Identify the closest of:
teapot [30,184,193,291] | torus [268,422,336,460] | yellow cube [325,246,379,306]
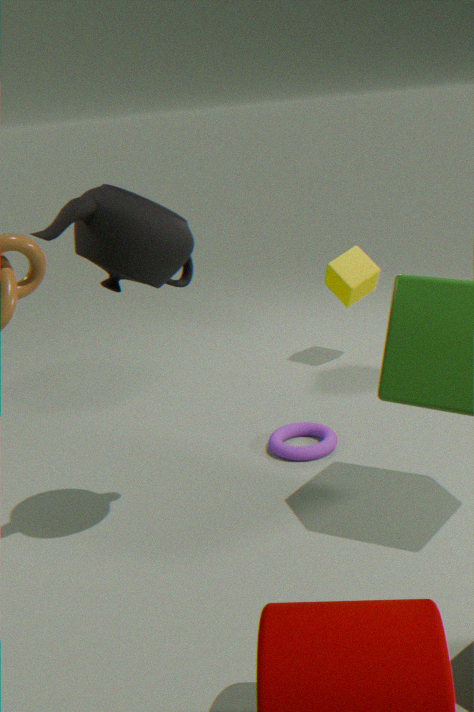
teapot [30,184,193,291]
